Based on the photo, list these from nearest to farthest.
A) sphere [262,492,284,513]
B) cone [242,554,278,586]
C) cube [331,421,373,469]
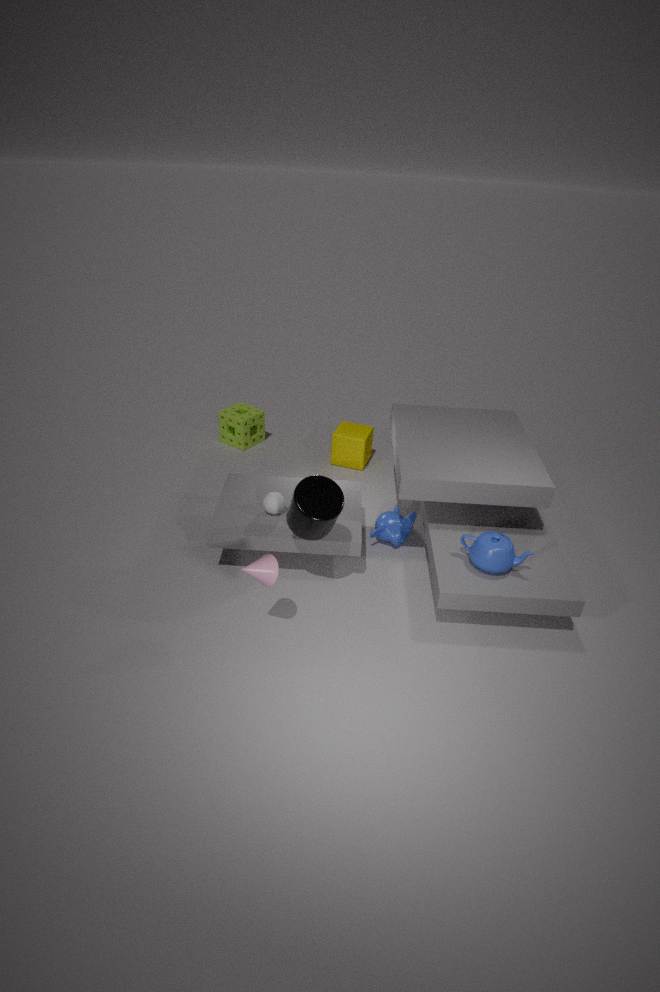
cone [242,554,278,586], sphere [262,492,284,513], cube [331,421,373,469]
